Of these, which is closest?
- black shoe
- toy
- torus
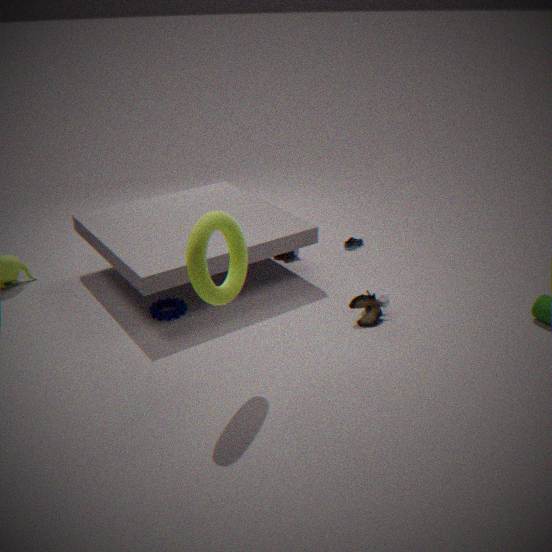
torus
